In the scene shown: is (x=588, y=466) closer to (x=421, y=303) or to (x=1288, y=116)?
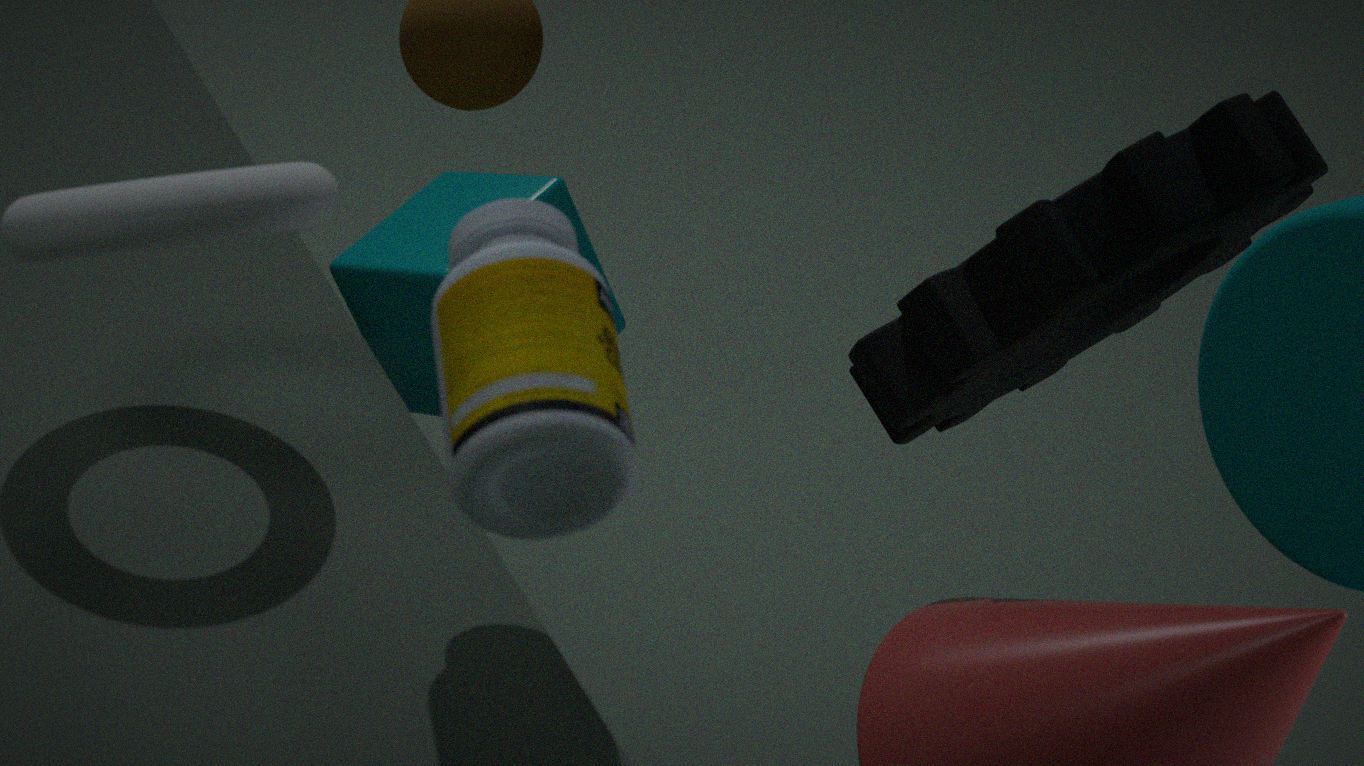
(x=421, y=303)
